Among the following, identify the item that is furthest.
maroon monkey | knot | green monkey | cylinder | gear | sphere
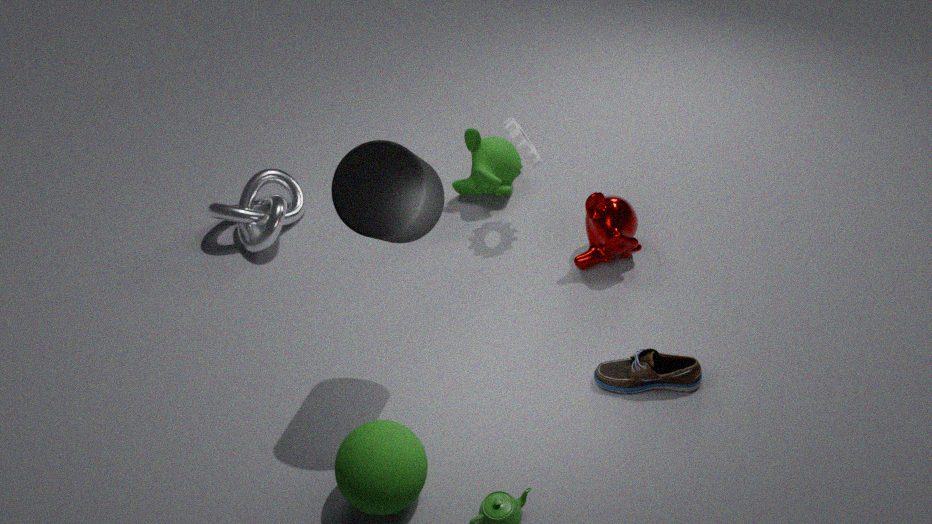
knot
